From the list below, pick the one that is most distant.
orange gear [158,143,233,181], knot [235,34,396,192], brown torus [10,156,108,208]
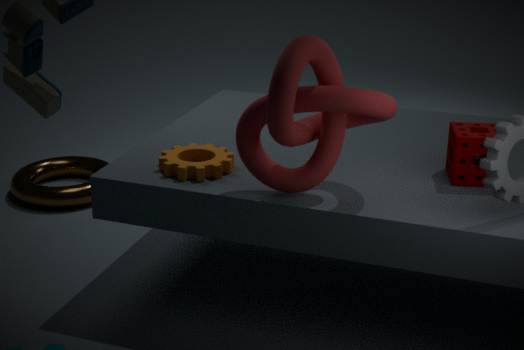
brown torus [10,156,108,208]
